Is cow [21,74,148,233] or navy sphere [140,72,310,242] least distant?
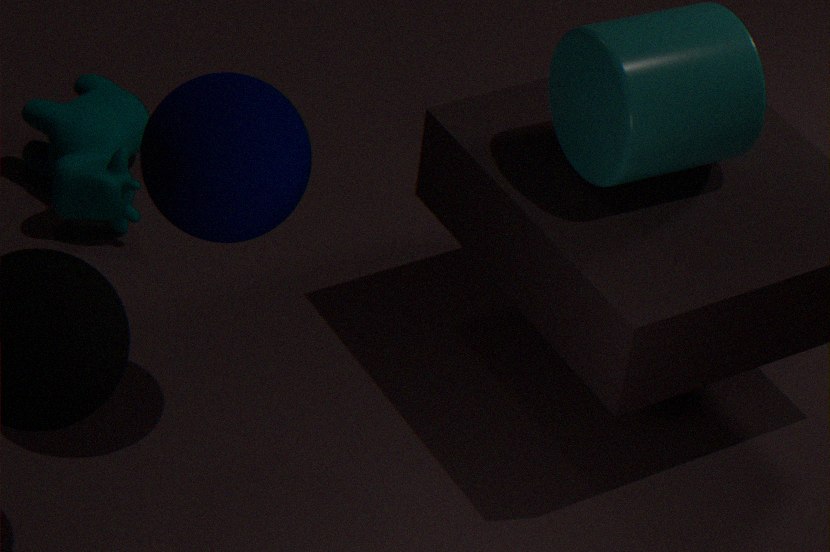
navy sphere [140,72,310,242]
